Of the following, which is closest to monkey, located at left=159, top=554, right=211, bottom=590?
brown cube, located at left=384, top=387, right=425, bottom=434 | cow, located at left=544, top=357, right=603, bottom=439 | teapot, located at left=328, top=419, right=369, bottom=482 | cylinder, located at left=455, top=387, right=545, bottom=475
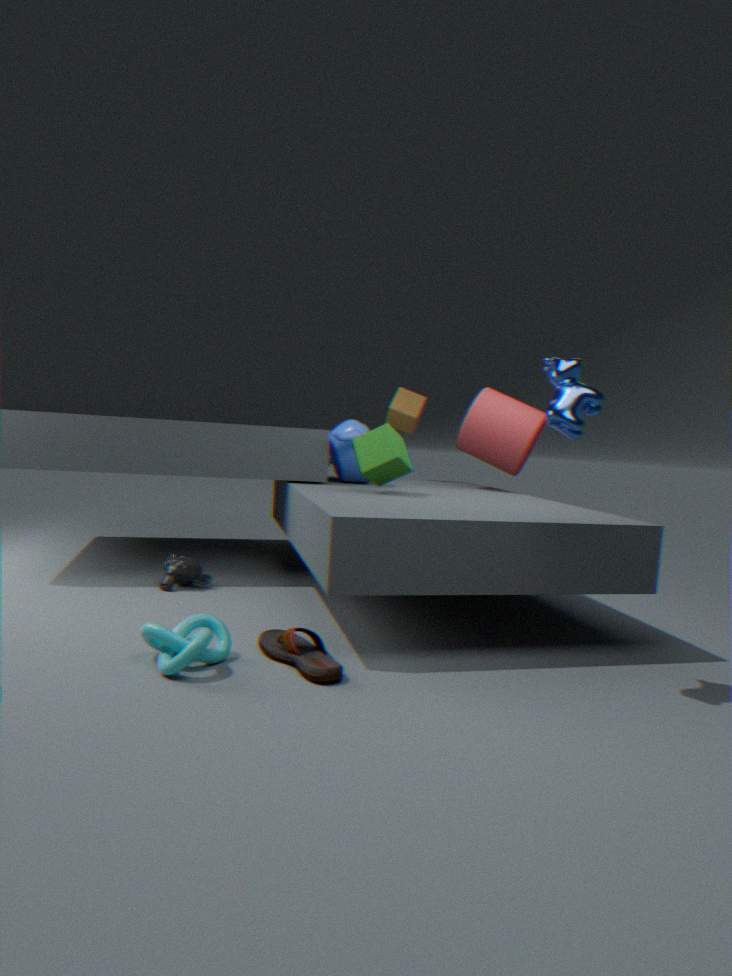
teapot, located at left=328, top=419, right=369, bottom=482
